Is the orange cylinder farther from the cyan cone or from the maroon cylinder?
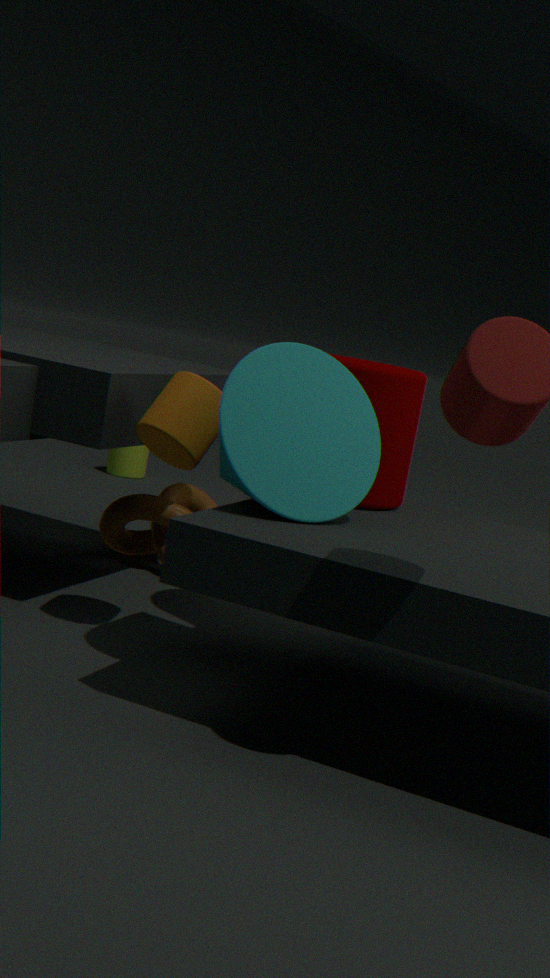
the maroon cylinder
